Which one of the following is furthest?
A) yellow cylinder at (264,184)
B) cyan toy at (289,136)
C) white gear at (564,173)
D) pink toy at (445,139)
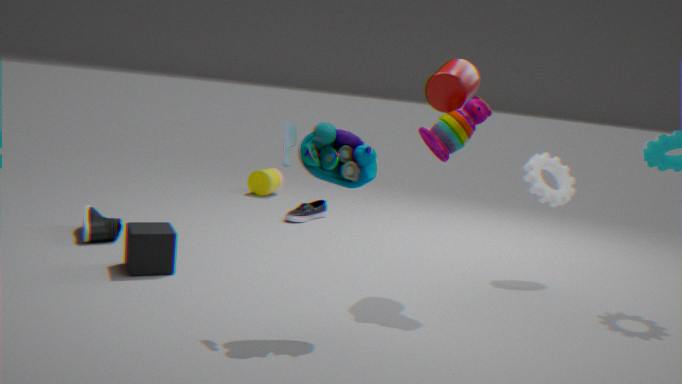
yellow cylinder at (264,184)
